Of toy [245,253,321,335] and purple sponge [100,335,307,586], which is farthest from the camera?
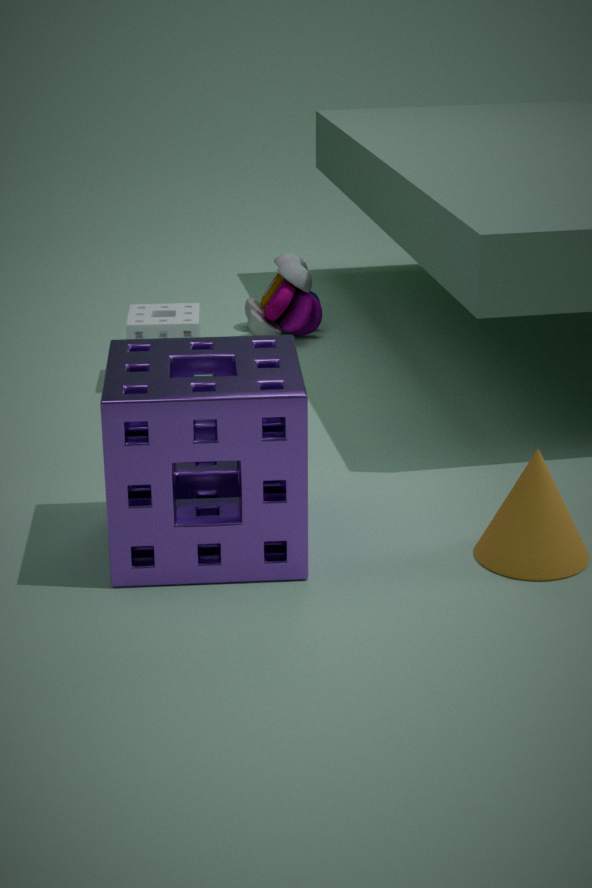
toy [245,253,321,335]
